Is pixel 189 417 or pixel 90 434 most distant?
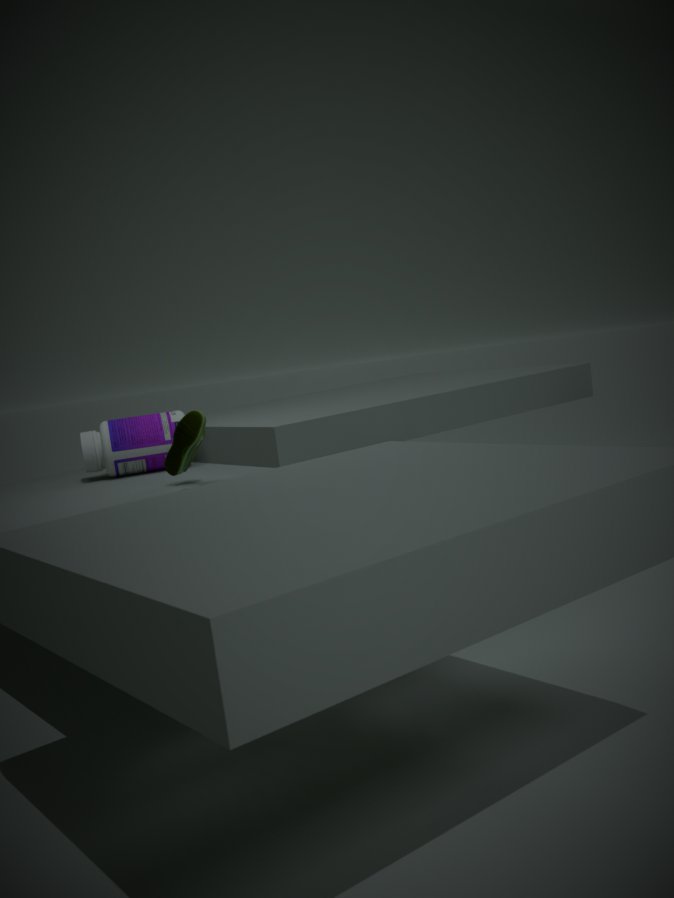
pixel 90 434
